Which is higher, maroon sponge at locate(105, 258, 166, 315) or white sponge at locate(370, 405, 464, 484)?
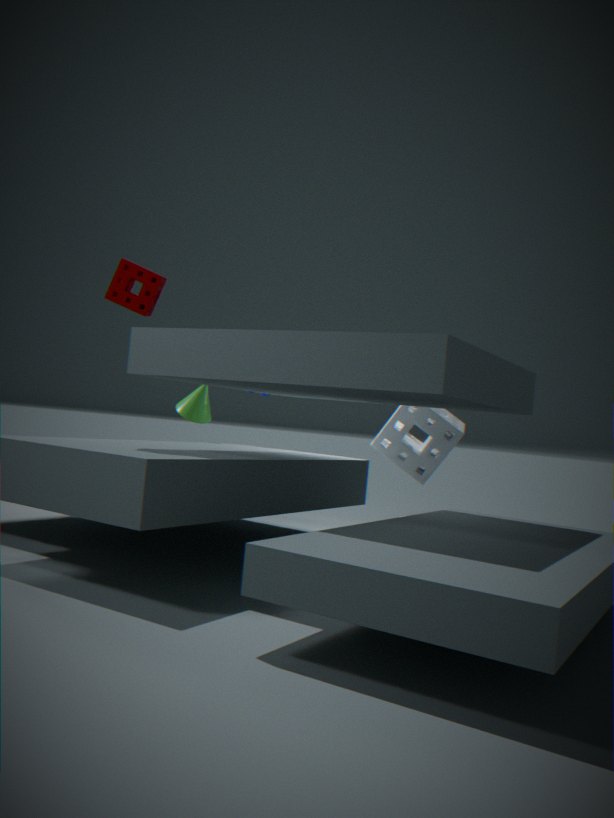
maroon sponge at locate(105, 258, 166, 315)
